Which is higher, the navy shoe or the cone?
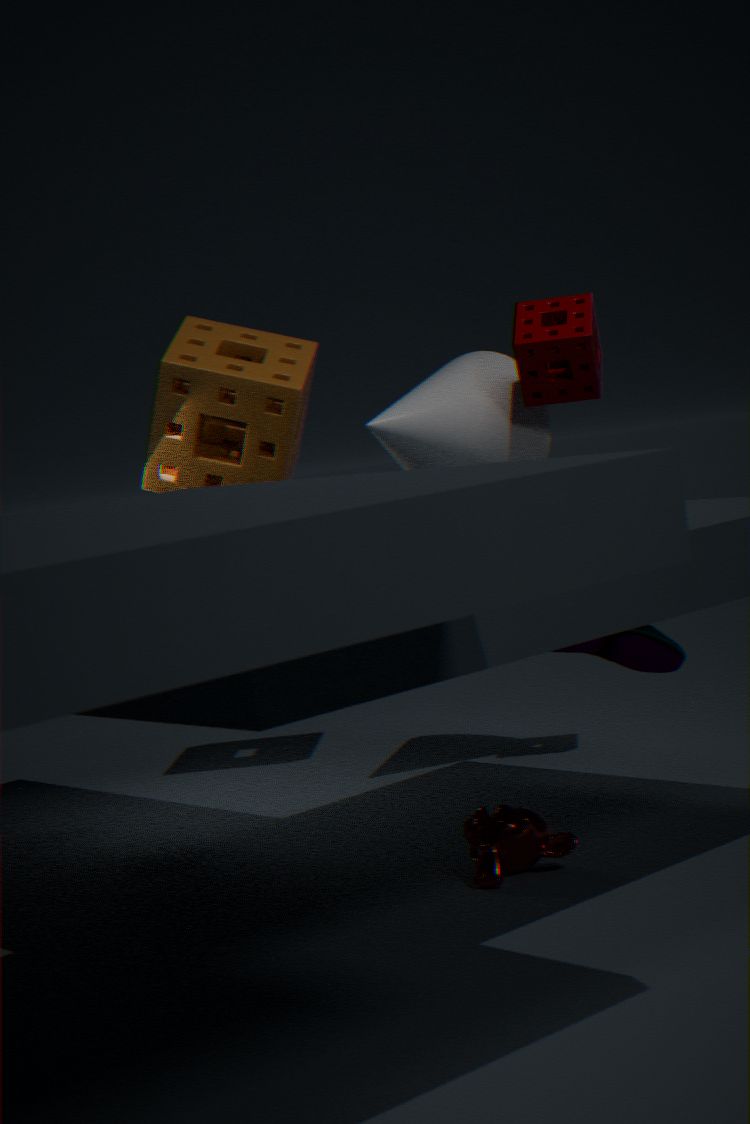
the cone
